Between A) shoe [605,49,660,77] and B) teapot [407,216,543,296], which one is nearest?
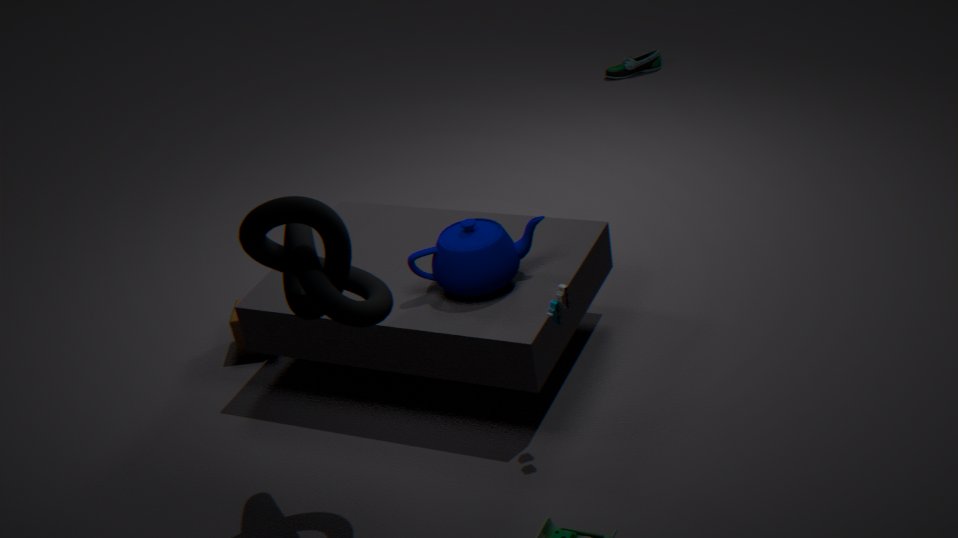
B. teapot [407,216,543,296]
